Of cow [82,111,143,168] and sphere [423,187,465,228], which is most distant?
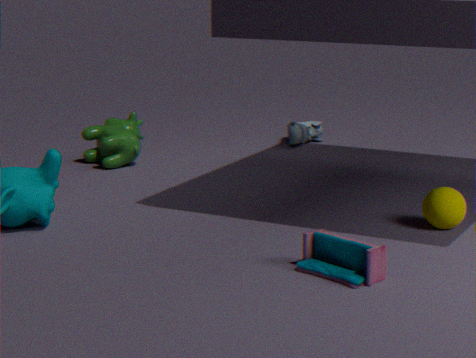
cow [82,111,143,168]
